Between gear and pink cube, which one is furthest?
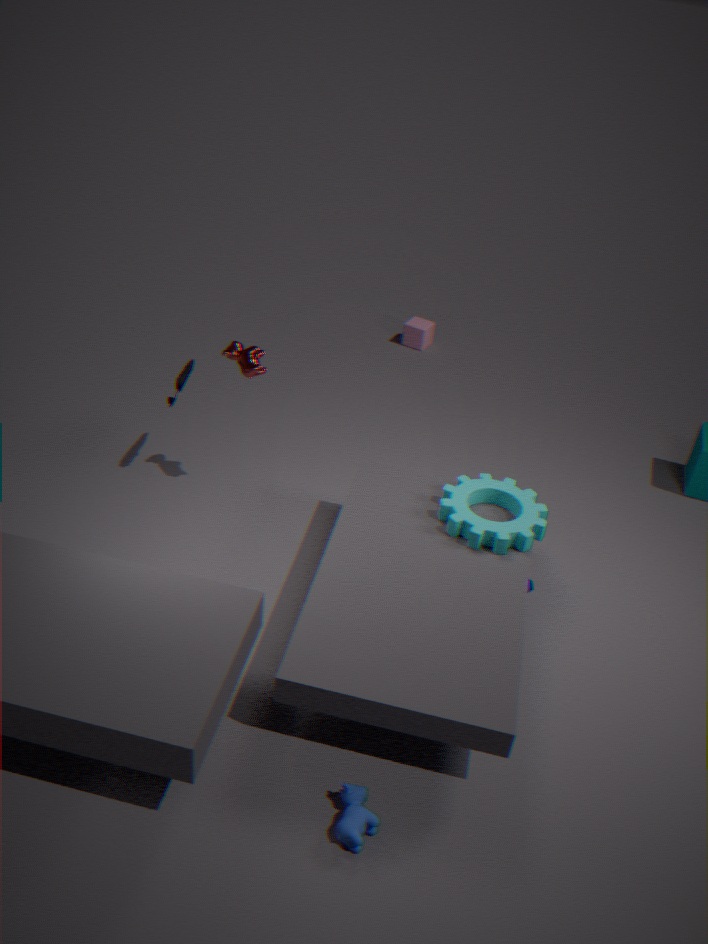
pink cube
